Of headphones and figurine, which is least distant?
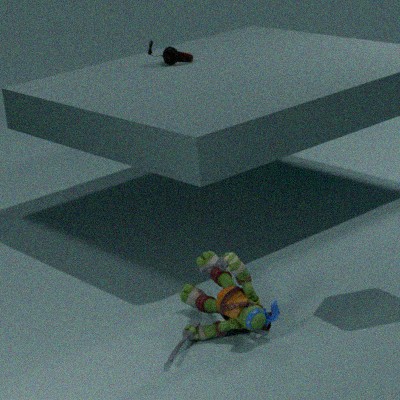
figurine
